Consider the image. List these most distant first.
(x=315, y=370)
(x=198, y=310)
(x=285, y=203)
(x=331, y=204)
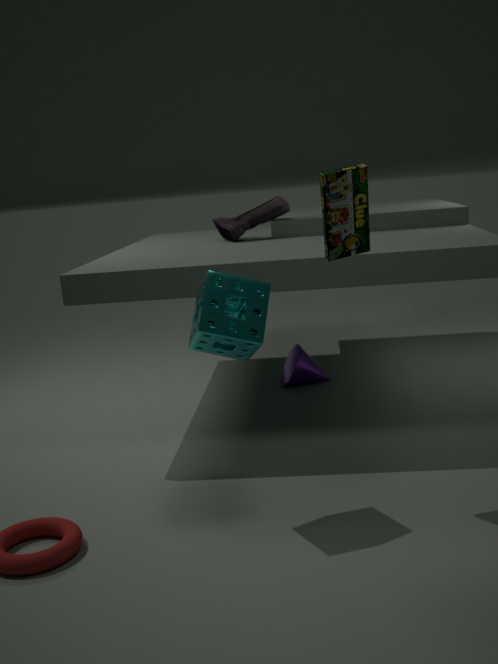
1. (x=315, y=370)
2. (x=285, y=203)
3. (x=198, y=310)
4. (x=331, y=204)
